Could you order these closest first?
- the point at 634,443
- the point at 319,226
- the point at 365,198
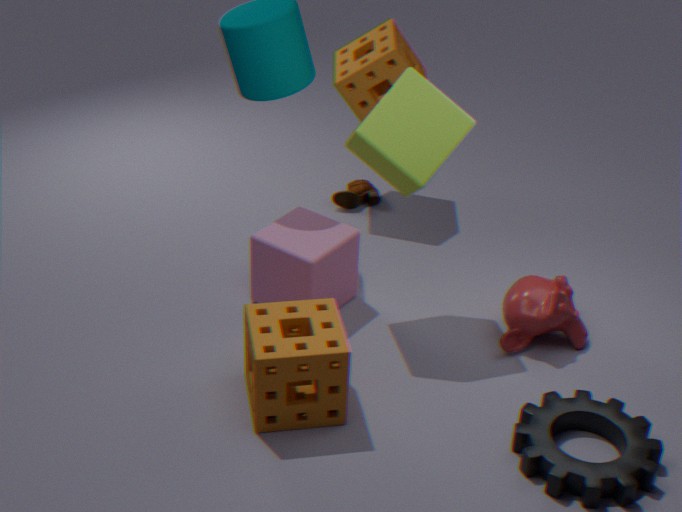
1. the point at 634,443
2. the point at 319,226
3. the point at 365,198
